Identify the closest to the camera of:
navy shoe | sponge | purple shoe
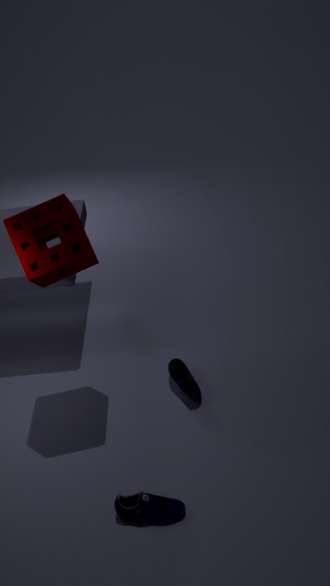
navy shoe
